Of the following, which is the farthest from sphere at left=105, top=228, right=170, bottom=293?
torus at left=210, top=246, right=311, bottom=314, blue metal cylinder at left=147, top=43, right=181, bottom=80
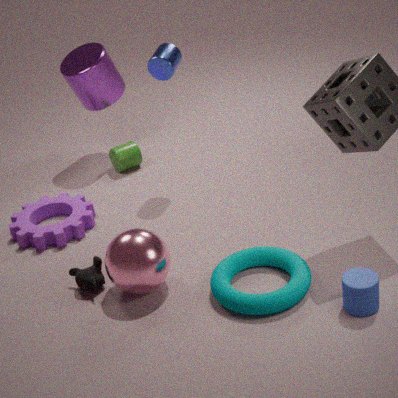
blue metal cylinder at left=147, top=43, right=181, bottom=80
